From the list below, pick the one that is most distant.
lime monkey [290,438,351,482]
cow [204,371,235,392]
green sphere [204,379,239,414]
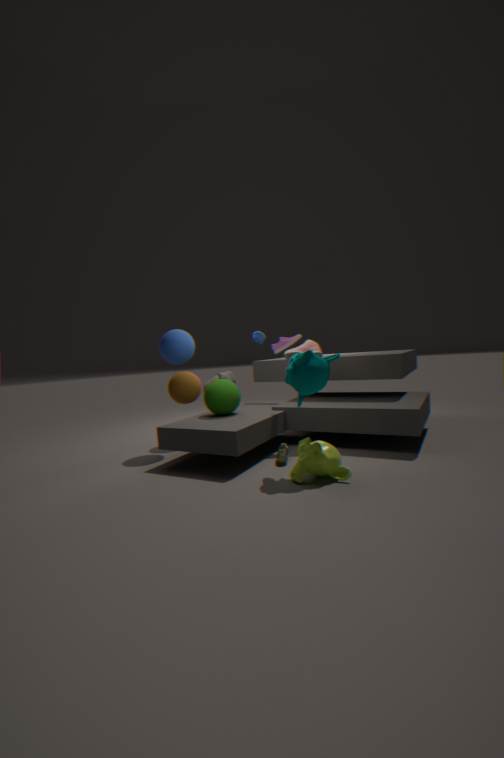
cow [204,371,235,392]
